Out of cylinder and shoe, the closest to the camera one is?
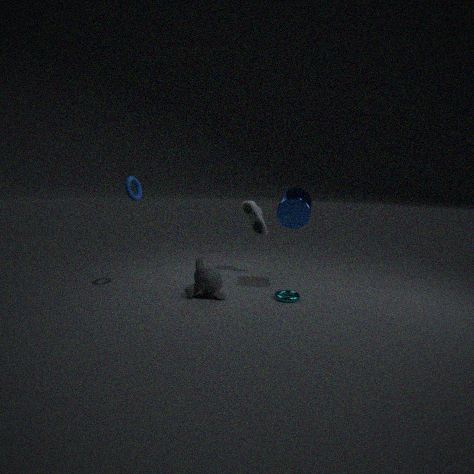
cylinder
